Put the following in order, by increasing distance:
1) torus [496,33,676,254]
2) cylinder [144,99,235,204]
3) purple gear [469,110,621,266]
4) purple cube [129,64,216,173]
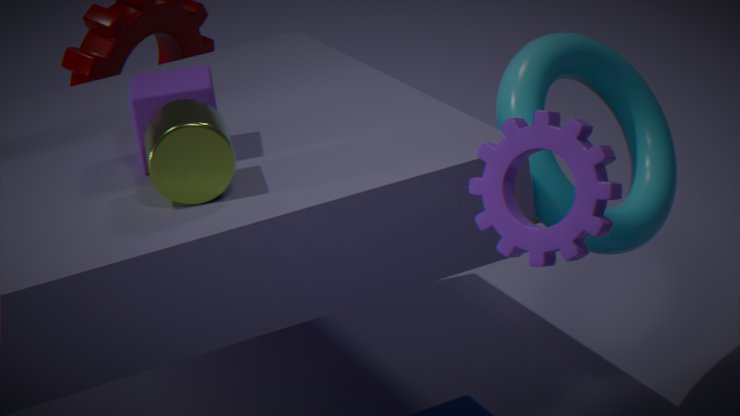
3. purple gear [469,110,621,266] → 2. cylinder [144,99,235,204] → 4. purple cube [129,64,216,173] → 1. torus [496,33,676,254]
